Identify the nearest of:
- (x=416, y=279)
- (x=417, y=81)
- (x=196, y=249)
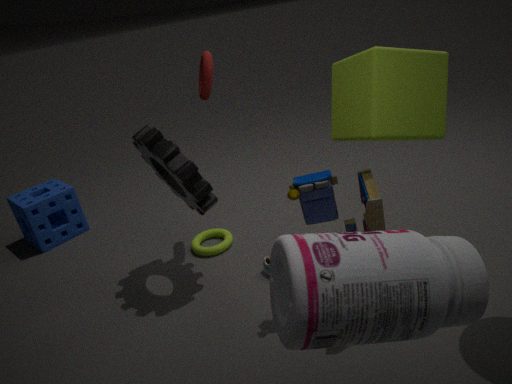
(x=416, y=279)
